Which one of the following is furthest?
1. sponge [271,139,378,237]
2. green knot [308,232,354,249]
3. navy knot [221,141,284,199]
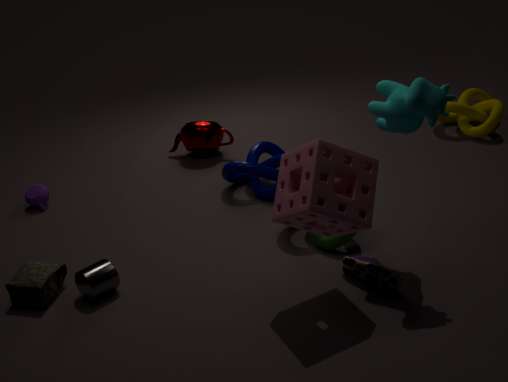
navy knot [221,141,284,199]
